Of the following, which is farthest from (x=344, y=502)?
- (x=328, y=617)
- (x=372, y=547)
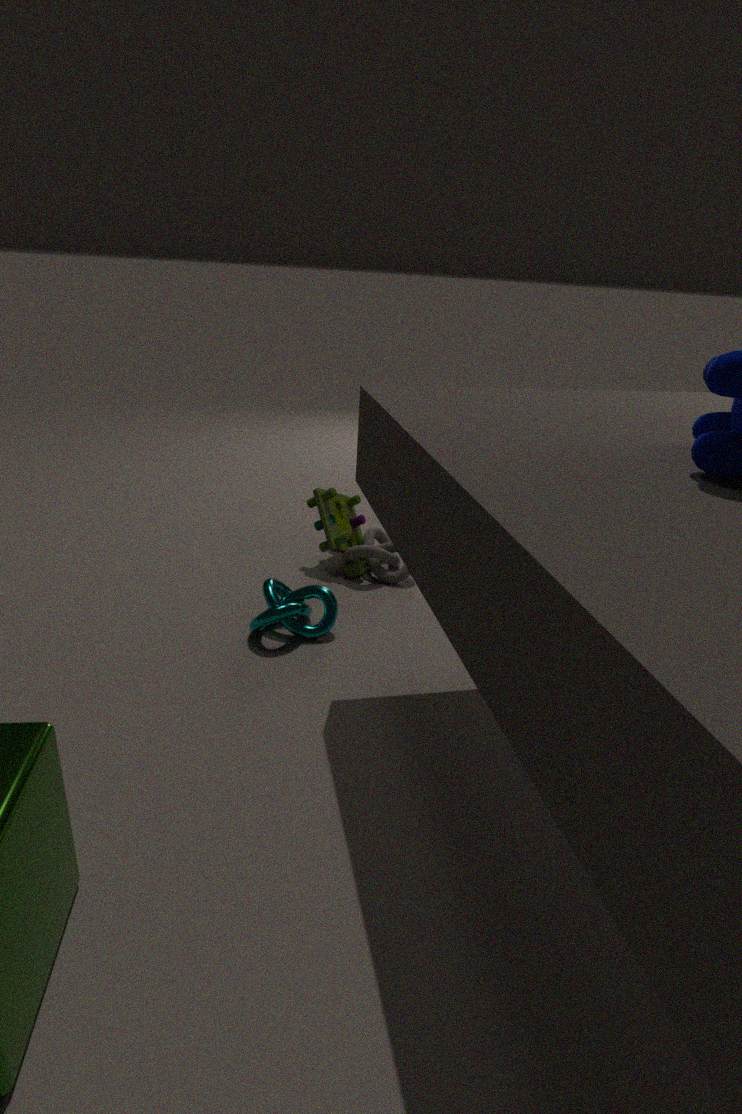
(x=328, y=617)
